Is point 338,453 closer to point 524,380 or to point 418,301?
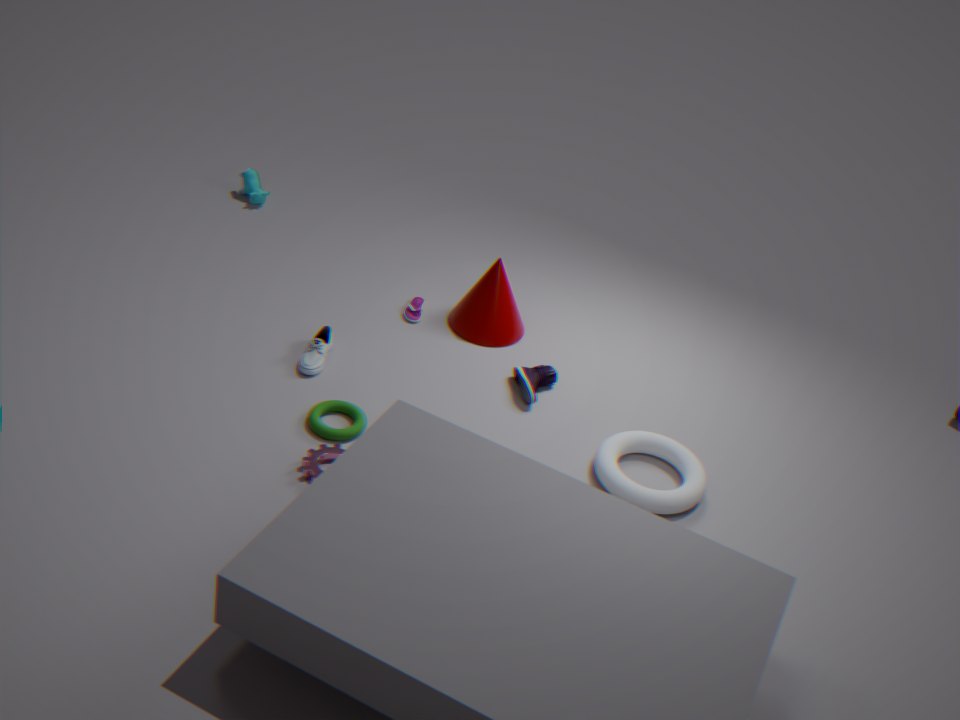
point 524,380
